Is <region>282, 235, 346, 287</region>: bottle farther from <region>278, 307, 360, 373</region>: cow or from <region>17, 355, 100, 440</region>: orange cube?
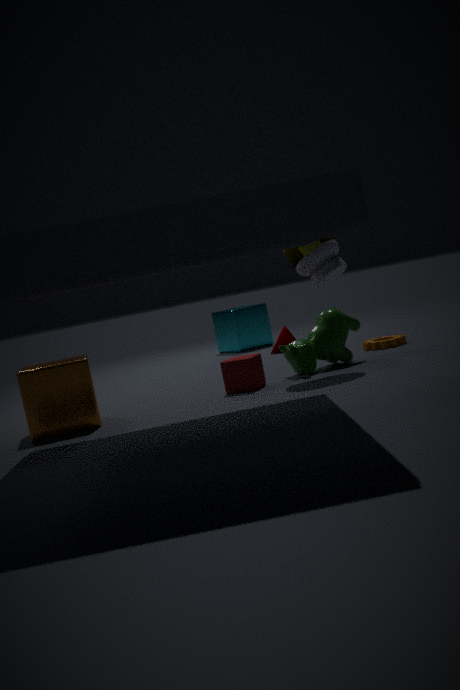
<region>17, 355, 100, 440</region>: orange cube
